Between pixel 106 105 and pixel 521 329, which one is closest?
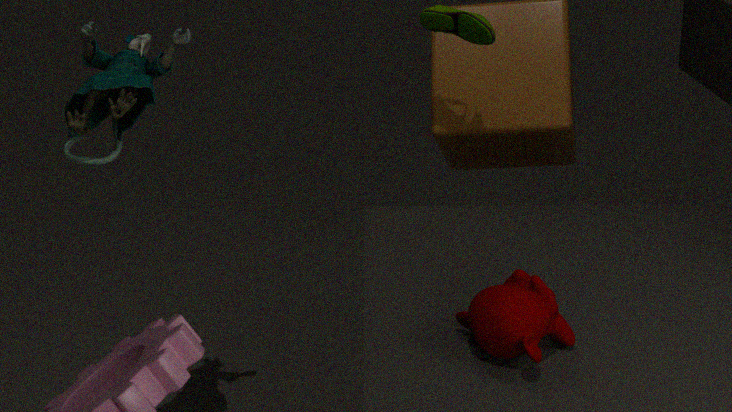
pixel 521 329
